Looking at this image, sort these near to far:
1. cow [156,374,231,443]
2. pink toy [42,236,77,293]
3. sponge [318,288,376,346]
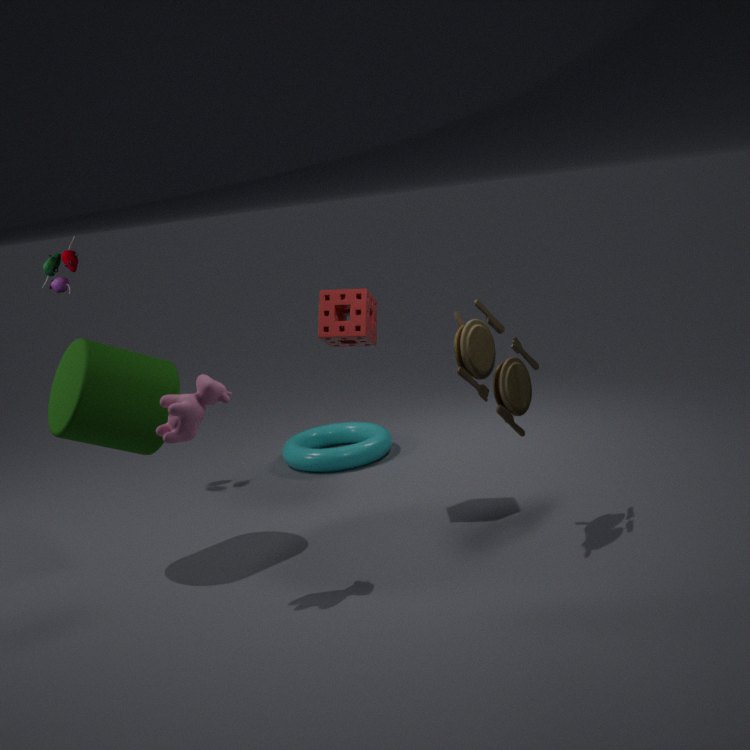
cow [156,374,231,443]
sponge [318,288,376,346]
pink toy [42,236,77,293]
